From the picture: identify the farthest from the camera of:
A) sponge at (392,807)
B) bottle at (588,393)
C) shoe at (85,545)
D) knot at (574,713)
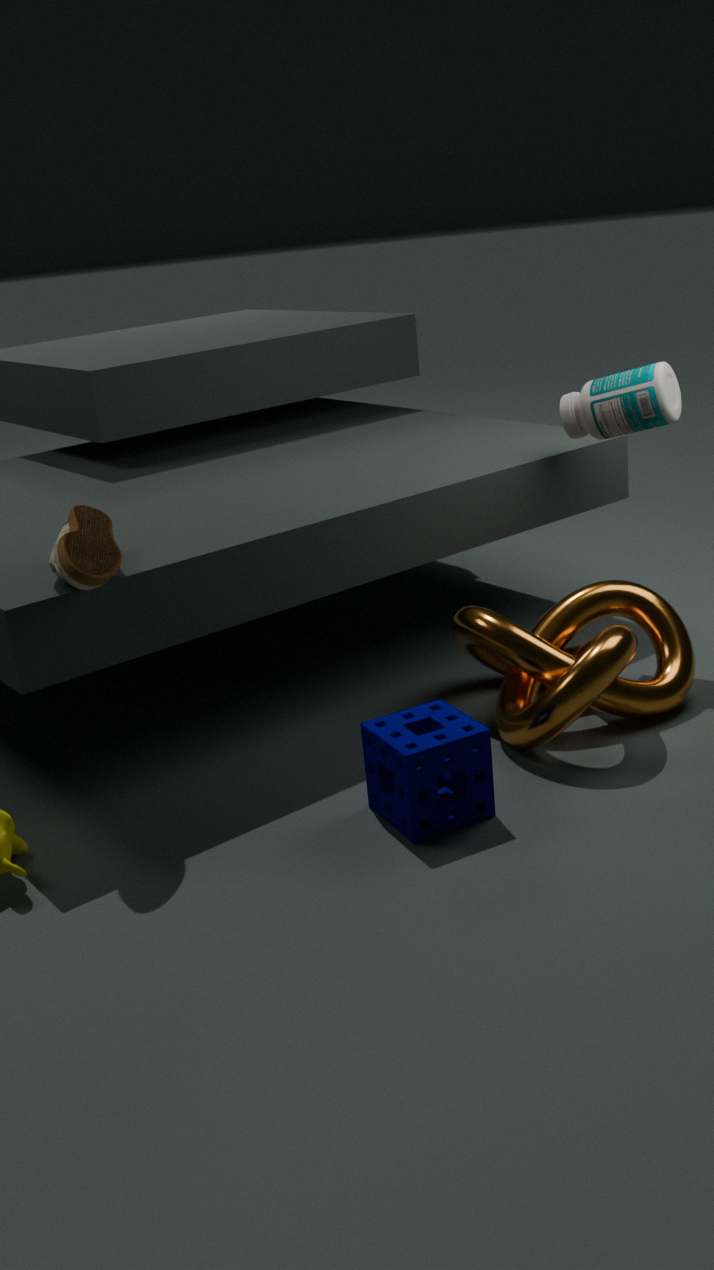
bottle at (588,393)
